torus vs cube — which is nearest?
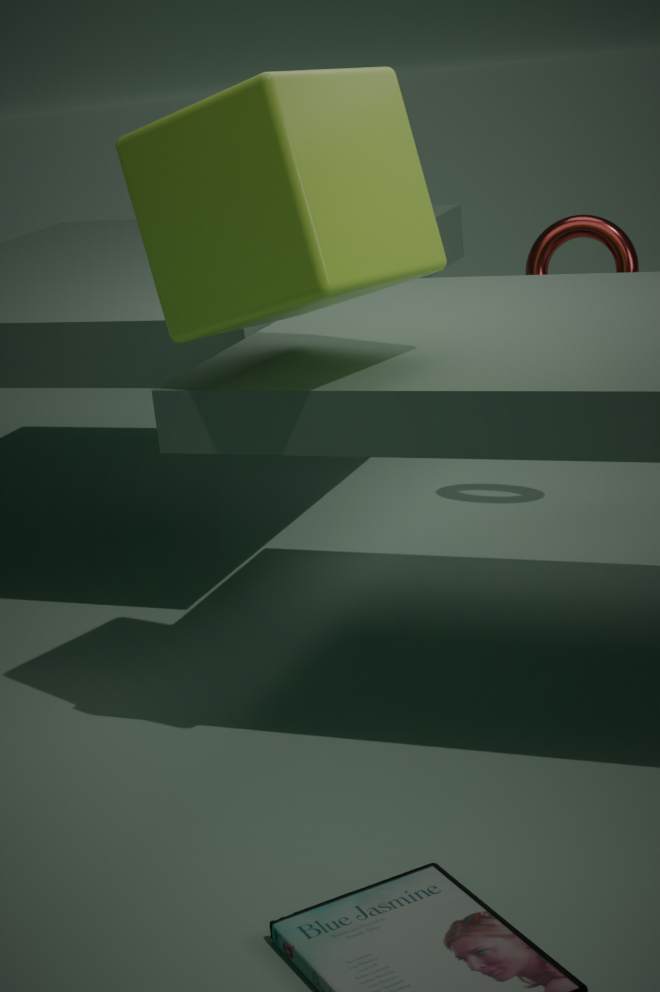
cube
